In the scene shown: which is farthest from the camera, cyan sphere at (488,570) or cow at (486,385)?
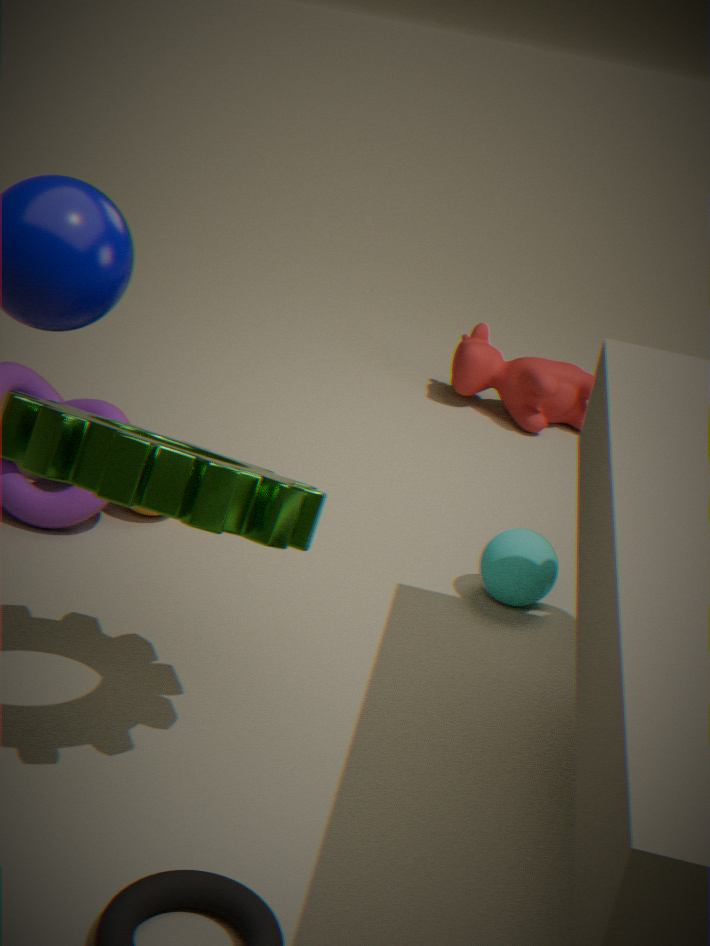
cow at (486,385)
